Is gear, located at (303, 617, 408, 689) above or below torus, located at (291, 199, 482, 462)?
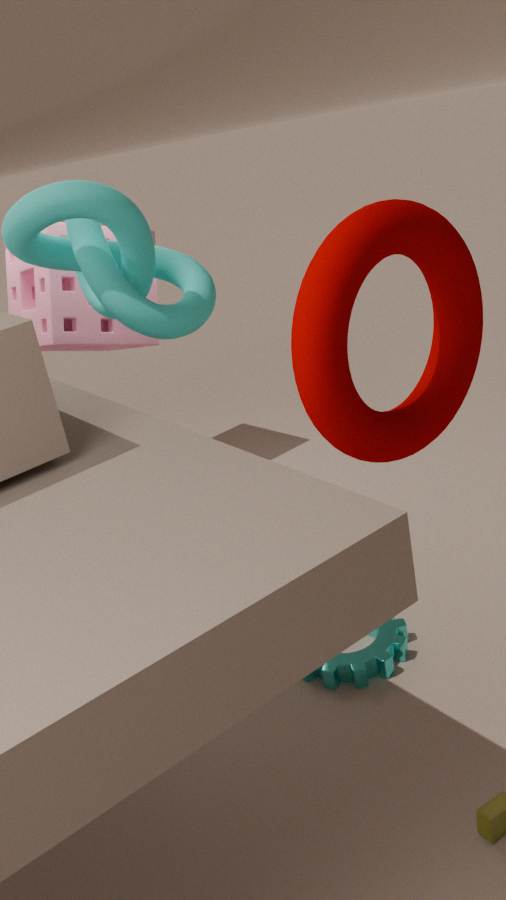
below
